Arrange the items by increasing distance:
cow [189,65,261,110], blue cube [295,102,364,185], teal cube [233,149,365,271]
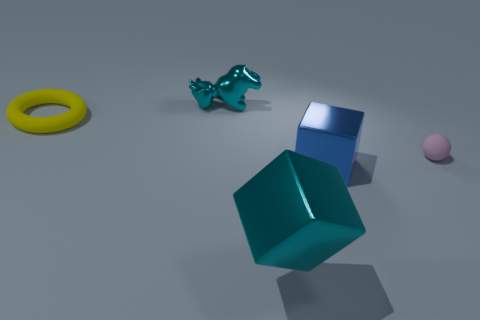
teal cube [233,149,365,271] < blue cube [295,102,364,185] < cow [189,65,261,110]
